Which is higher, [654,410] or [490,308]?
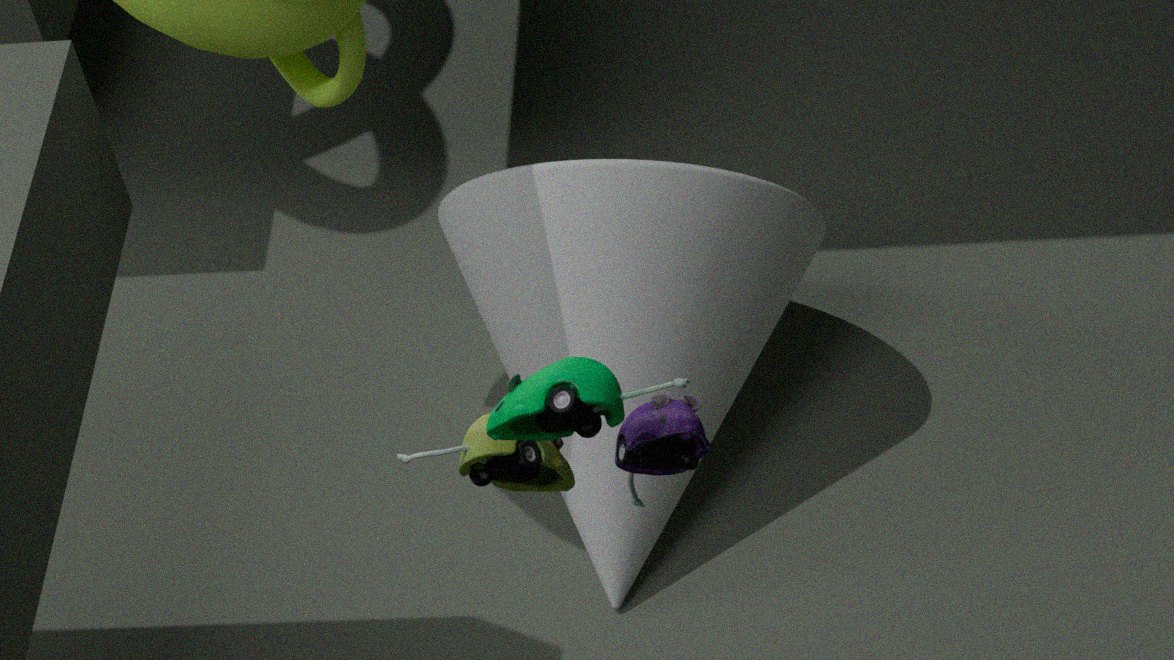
[654,410]
